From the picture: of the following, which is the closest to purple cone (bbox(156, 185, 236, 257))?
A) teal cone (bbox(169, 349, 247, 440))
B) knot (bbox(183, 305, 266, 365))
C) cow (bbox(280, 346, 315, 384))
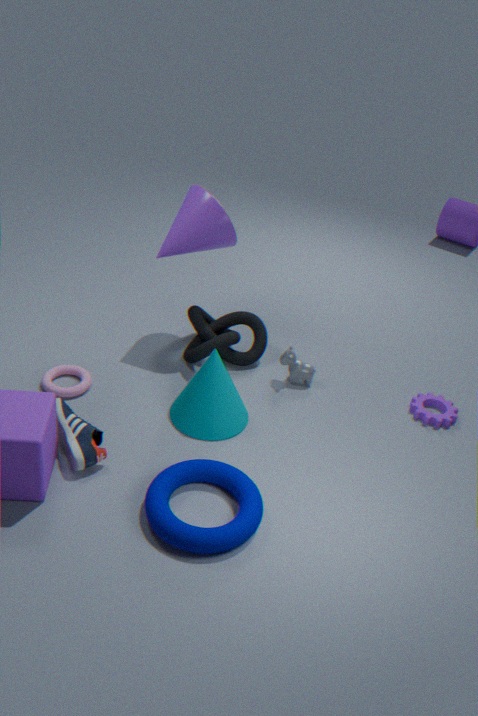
knot (bbox(183, 305, 266, 365))
